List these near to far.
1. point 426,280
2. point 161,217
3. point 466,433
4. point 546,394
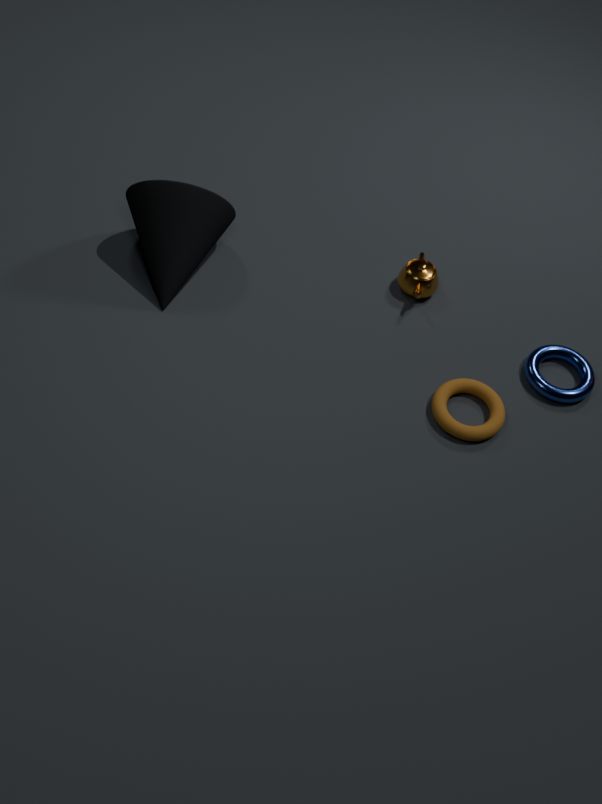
point 466,433 → point 546,394 → point 161,217 → point 426,280
